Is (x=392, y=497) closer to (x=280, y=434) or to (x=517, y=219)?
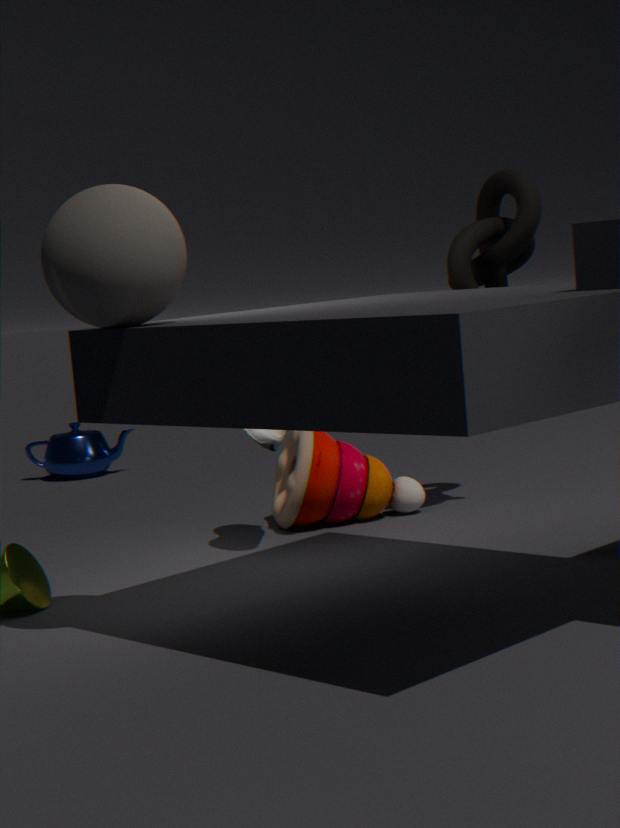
(x=280, y=434)
